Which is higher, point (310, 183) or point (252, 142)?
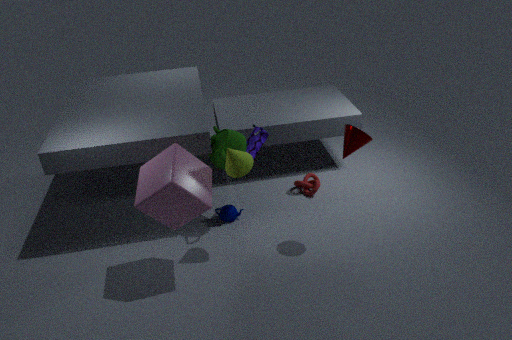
point (252, 142)
